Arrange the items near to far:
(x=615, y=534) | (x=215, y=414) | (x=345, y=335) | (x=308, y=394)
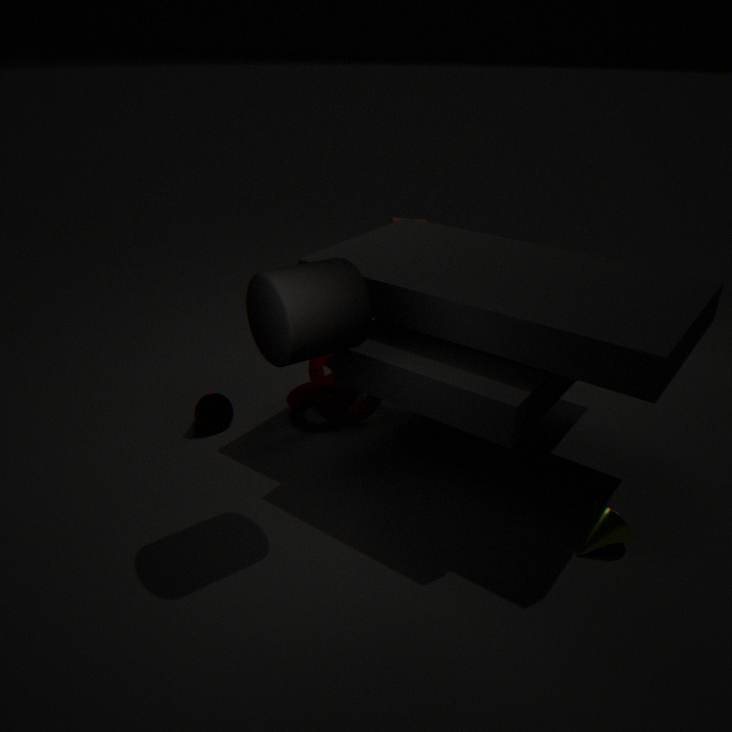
(x=345, y=335) → (x=615, y=534) → (x=308, y=394) → (x=215, y=414)
